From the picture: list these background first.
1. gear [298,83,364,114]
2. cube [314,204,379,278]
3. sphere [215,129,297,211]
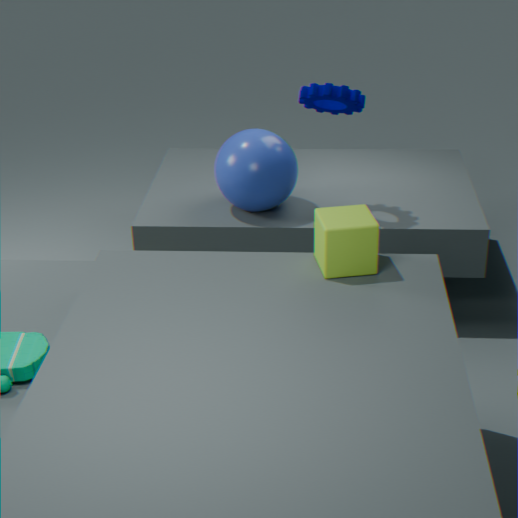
sphere [215,129,297,211]
gear [298,83,364,114]
cube [314,204,379,278]
